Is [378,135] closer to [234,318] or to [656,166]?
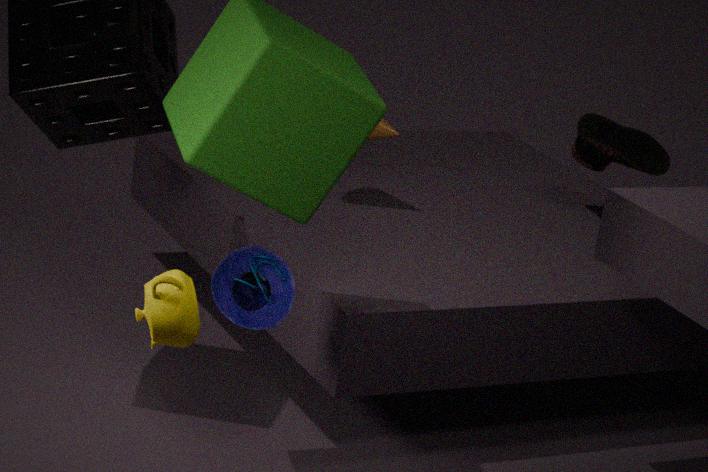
[656,166]
